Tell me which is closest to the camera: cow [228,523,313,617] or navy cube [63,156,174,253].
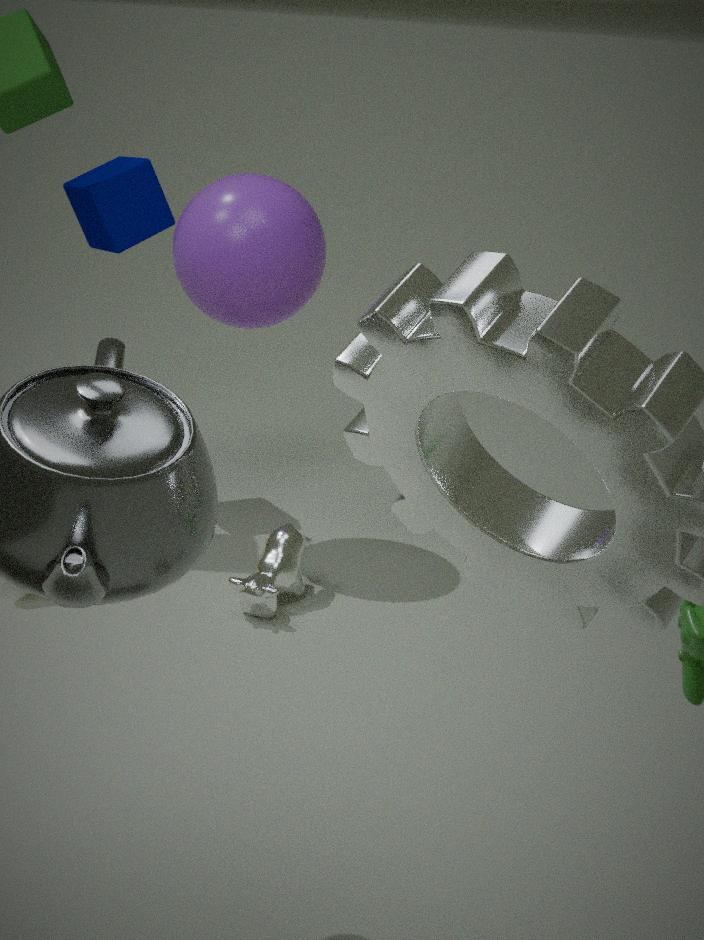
cow [228,523,313,617]
